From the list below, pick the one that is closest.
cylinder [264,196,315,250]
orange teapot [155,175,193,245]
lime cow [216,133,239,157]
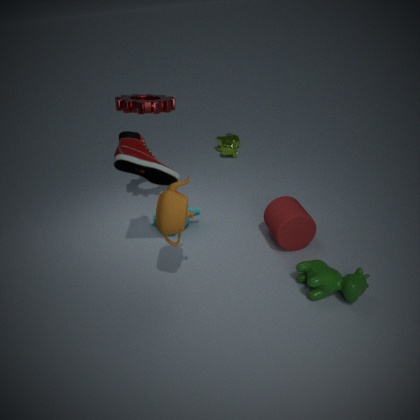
orange teapot [155,175,193,245]
